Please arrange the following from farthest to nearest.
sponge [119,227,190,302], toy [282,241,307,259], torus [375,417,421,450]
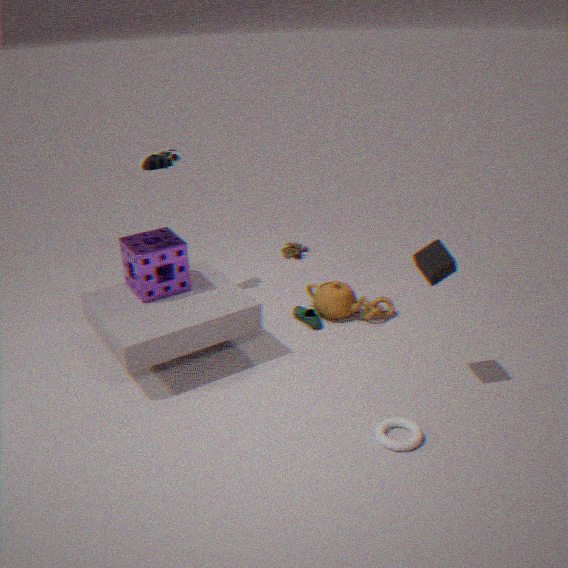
toy [282,241,307,259] < sponge [119,227,190,302] < torus [375,417,421,450]
